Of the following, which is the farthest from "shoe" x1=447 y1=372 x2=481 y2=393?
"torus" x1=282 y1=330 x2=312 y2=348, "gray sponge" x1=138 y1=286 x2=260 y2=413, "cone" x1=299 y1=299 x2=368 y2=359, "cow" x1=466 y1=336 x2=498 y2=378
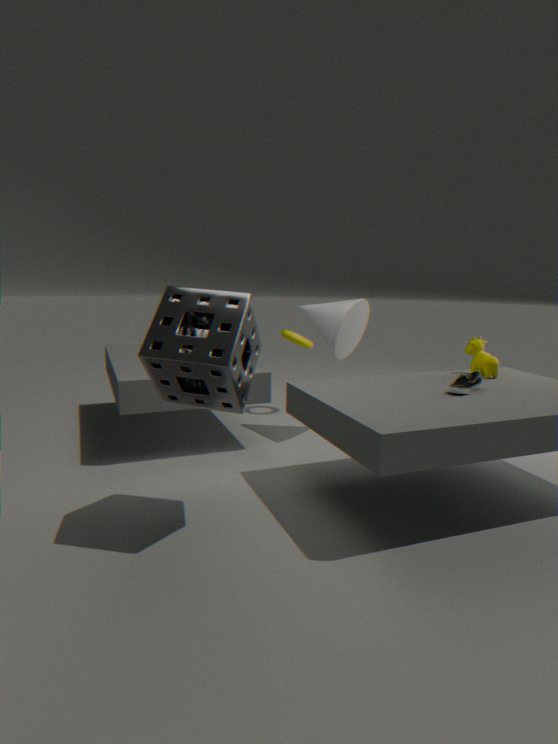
"torus" x1=282 y1=330 x2=312 y2=348
